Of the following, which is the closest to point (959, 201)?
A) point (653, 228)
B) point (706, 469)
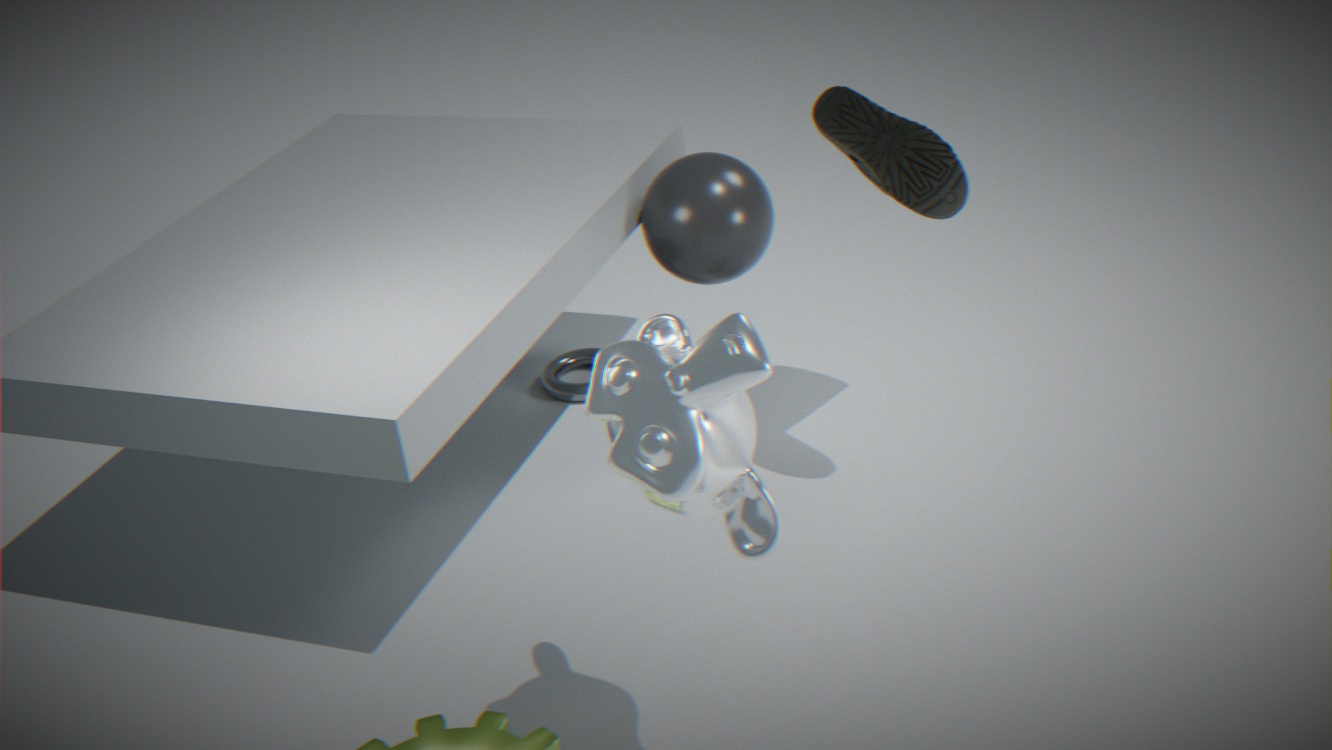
point (653, 228)
